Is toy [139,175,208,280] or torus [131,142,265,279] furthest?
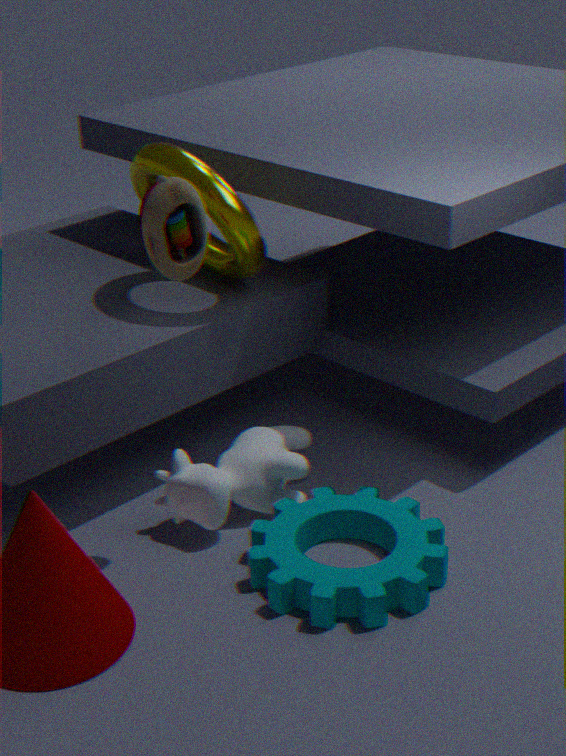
torus [131,142,265,279]
